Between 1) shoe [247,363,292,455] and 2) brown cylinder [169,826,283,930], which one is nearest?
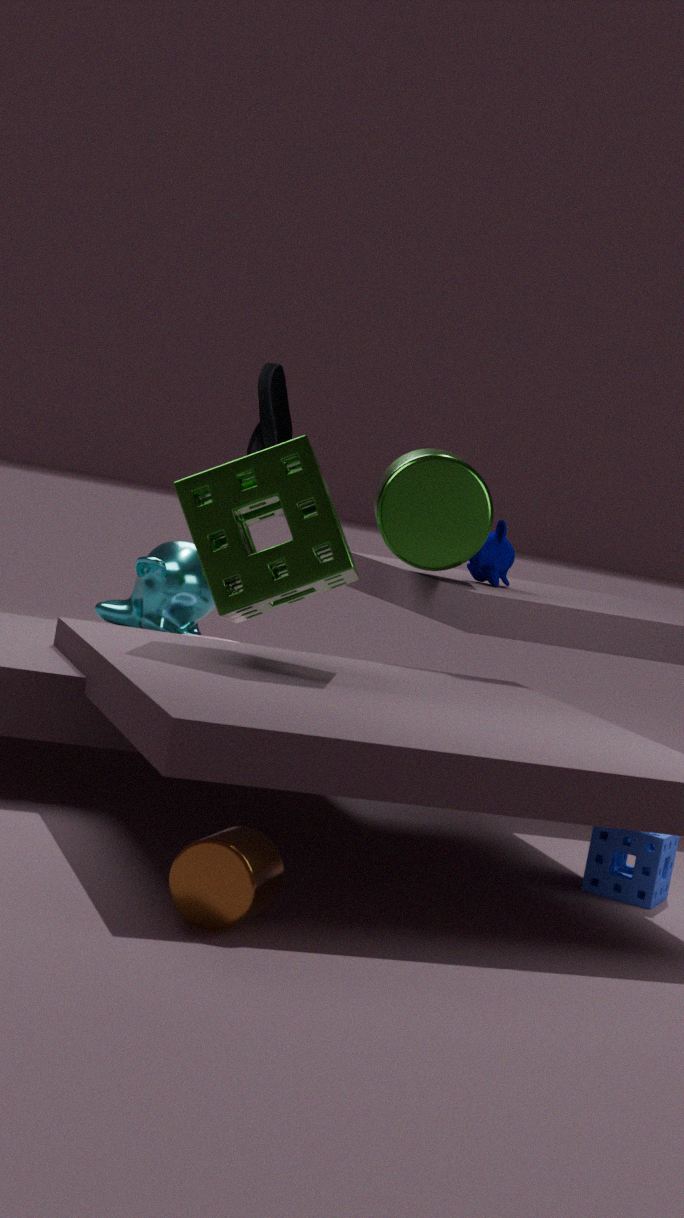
2. brown cylinder [169,826,283,930]
